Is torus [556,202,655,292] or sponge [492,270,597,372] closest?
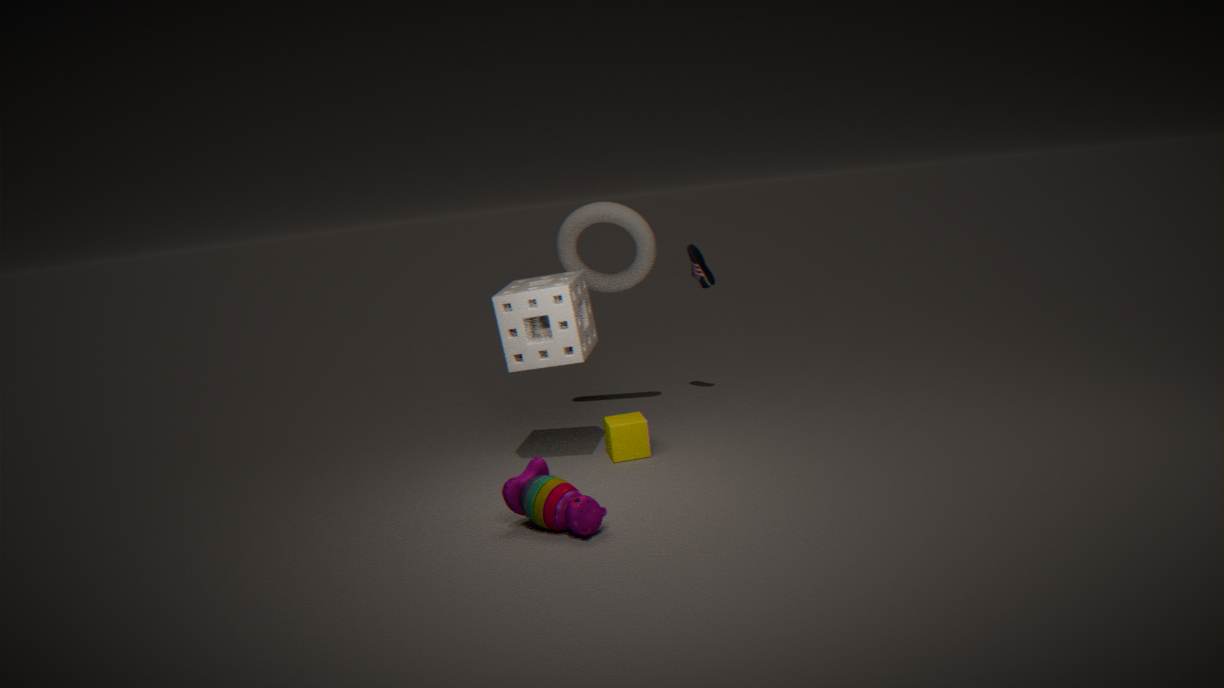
sponge [492,270,597,372]
